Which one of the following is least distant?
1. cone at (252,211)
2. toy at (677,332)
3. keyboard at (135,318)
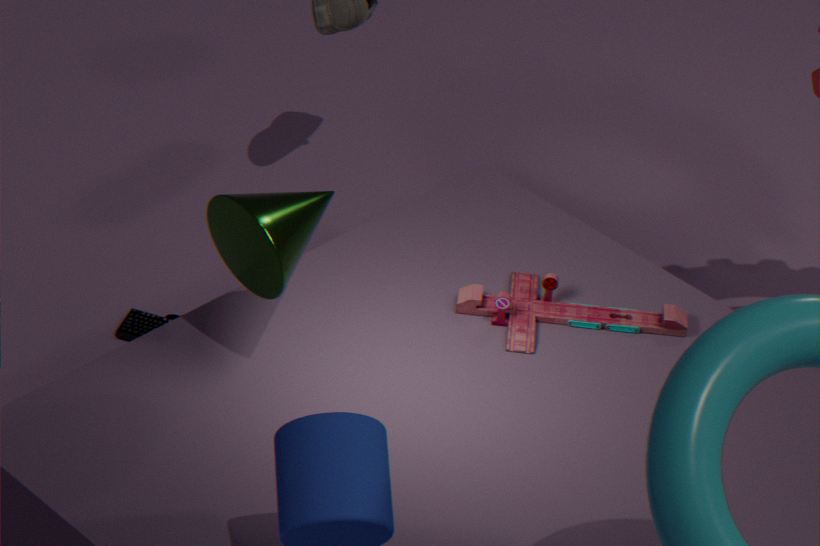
cone at (252,211)
